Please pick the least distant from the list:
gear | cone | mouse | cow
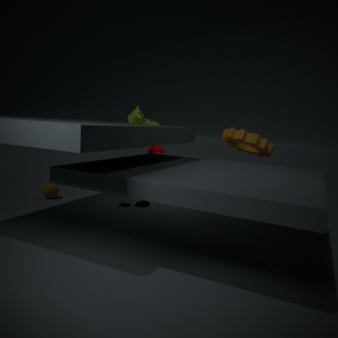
gear
